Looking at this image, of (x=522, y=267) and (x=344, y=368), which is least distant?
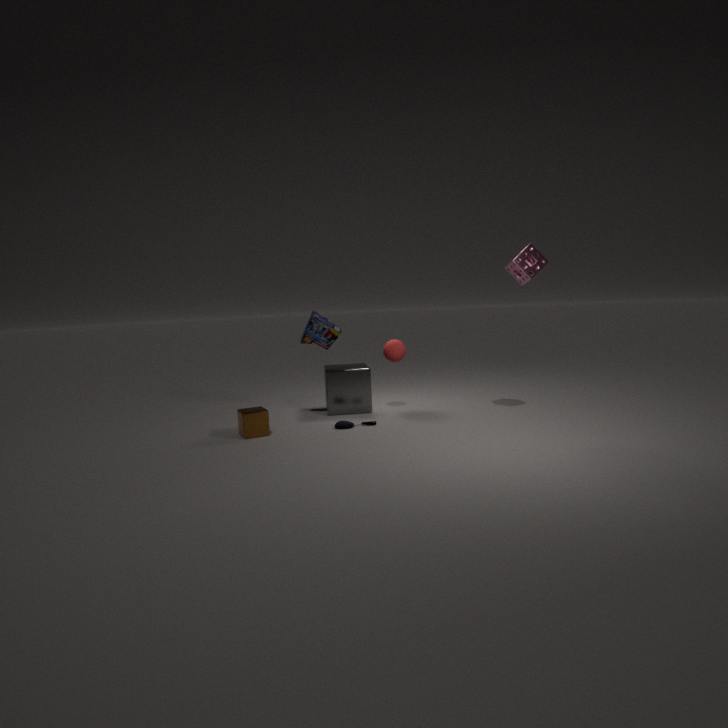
(x=522, y=267)
